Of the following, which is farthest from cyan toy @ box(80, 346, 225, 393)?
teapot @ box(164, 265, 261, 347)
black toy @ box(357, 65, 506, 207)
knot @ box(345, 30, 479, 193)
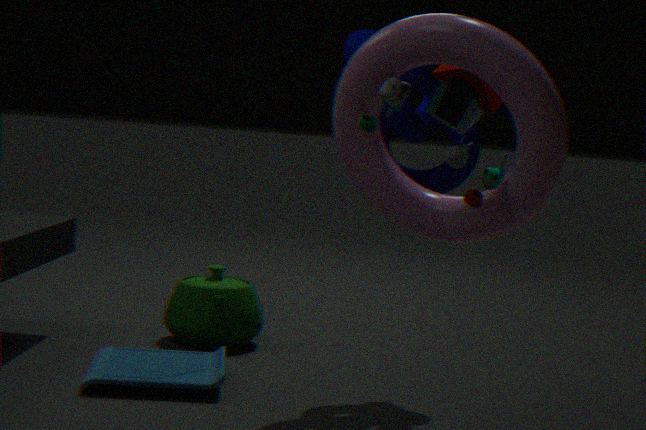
black toy @ box(357, 65, 506, 207)
